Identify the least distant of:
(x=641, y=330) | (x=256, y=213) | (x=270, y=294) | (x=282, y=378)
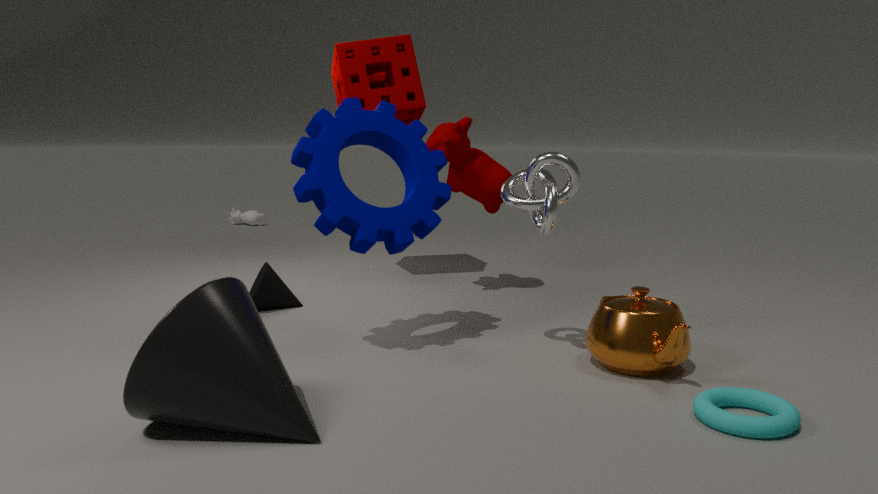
(x=282, y=378)
